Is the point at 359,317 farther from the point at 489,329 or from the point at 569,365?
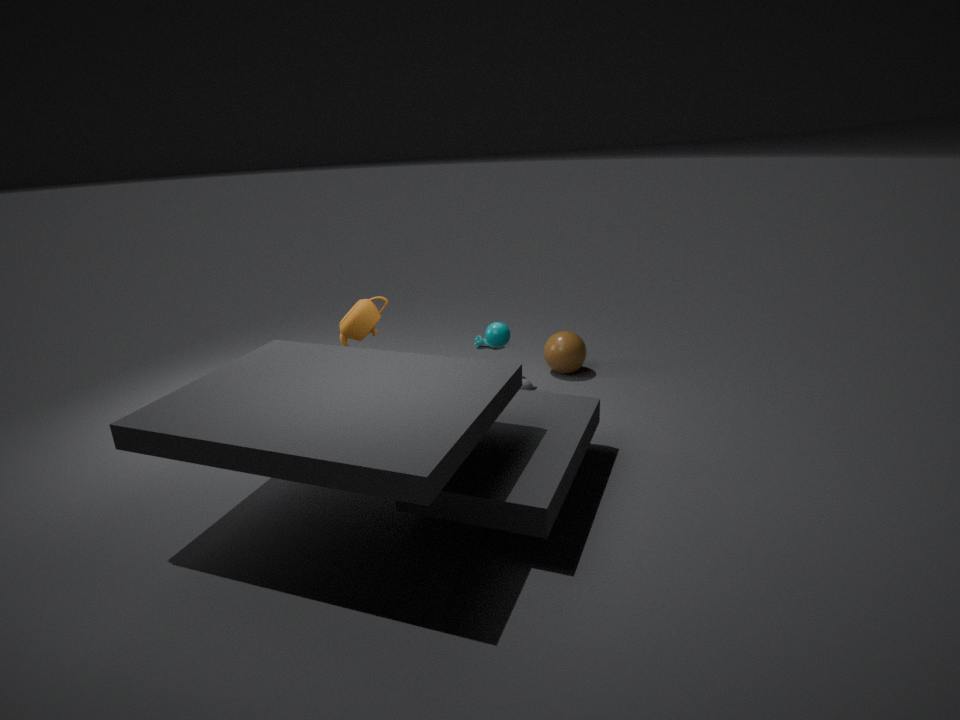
the point at 569,365
